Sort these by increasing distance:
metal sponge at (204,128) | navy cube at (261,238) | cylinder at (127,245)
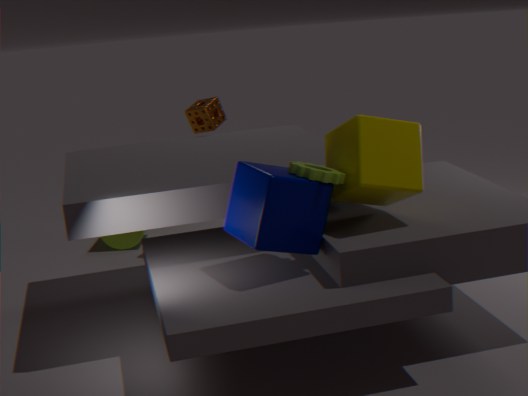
navy cube at (261,238) → metal sponge at (204,128) → cylinder at (127,245)
